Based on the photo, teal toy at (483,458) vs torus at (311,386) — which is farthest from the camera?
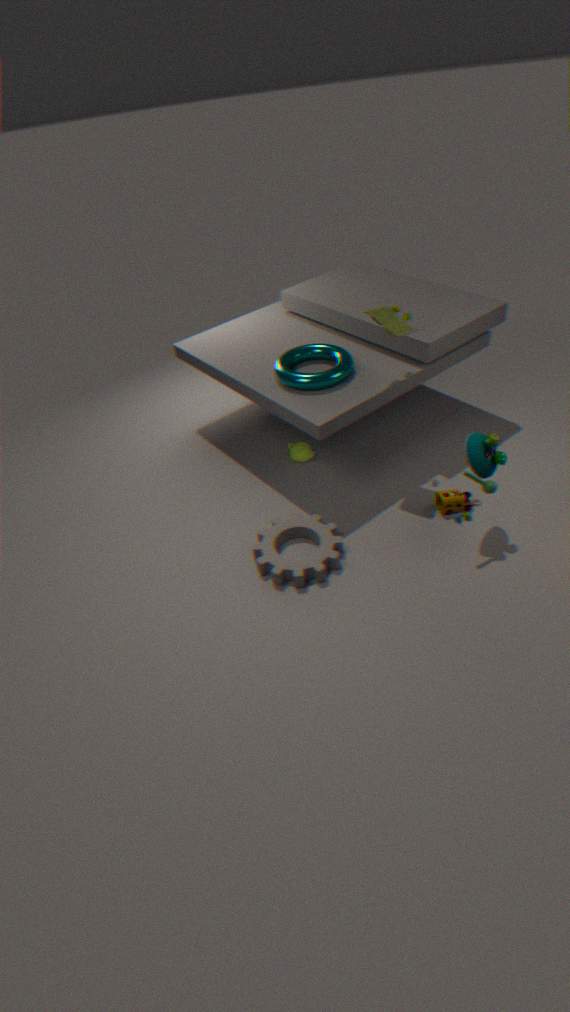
torus at (311,386)
